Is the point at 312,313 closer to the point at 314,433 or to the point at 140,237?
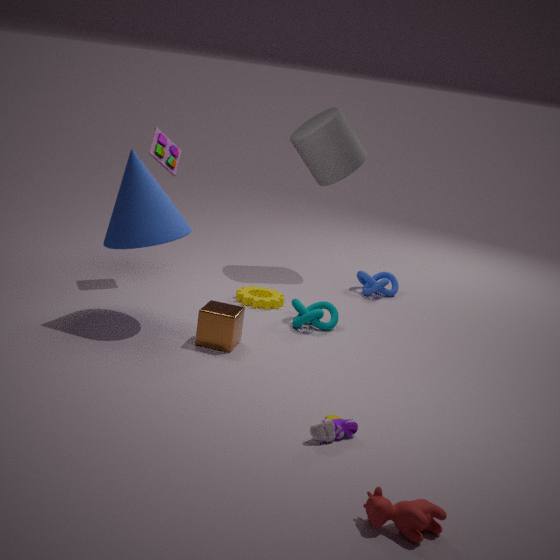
the point at 140,237
